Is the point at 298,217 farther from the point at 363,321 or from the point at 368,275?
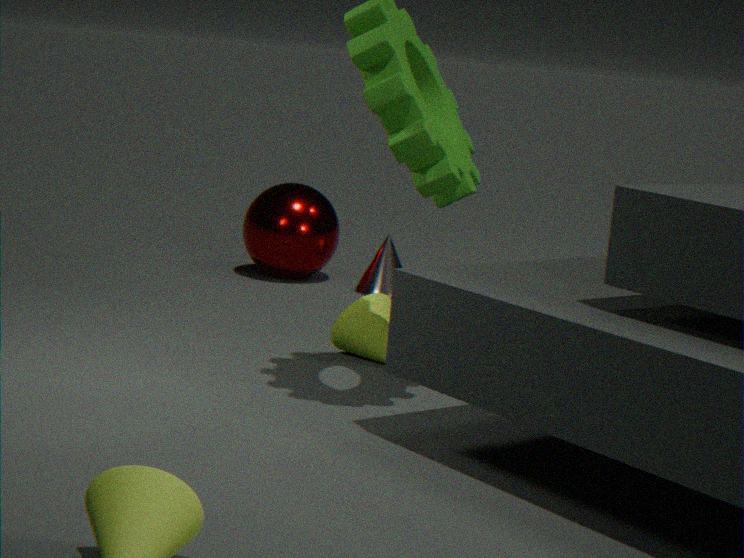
the point at 363,321
